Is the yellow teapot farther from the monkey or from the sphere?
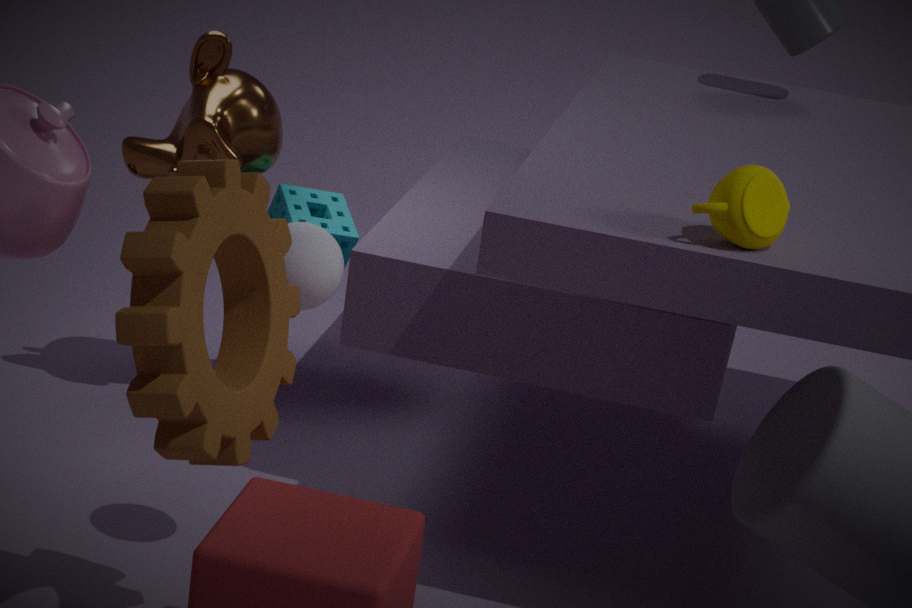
the monkey
